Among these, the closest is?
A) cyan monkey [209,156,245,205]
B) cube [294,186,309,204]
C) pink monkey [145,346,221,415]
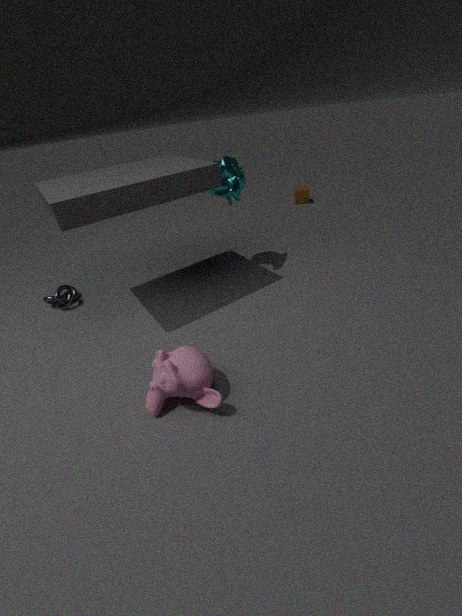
pink monkey [145,346,221,415]
